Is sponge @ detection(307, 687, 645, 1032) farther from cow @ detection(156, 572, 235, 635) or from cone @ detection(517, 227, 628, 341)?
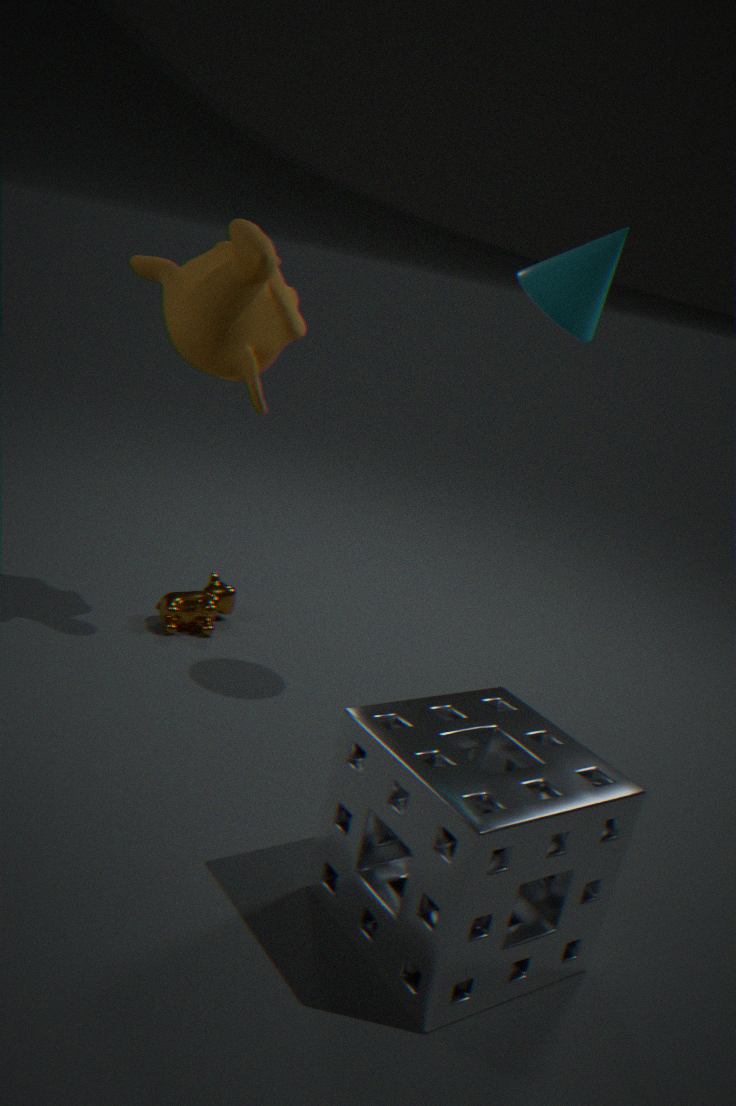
cow @ detection(156, 572, 235, 635)
